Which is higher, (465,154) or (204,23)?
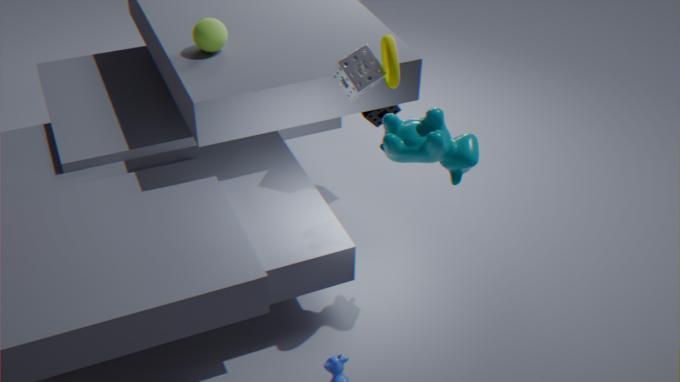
(204,23)
